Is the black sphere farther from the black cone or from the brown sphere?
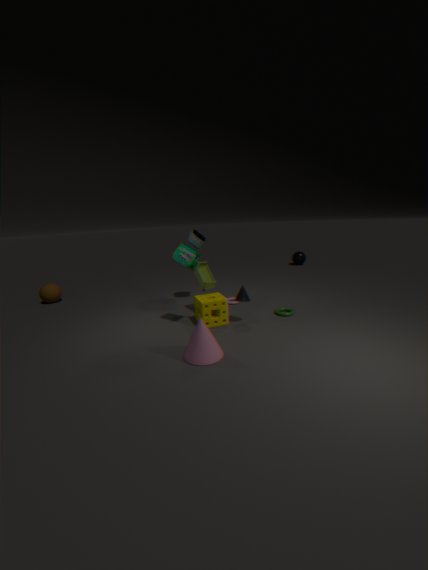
the brown sphere
